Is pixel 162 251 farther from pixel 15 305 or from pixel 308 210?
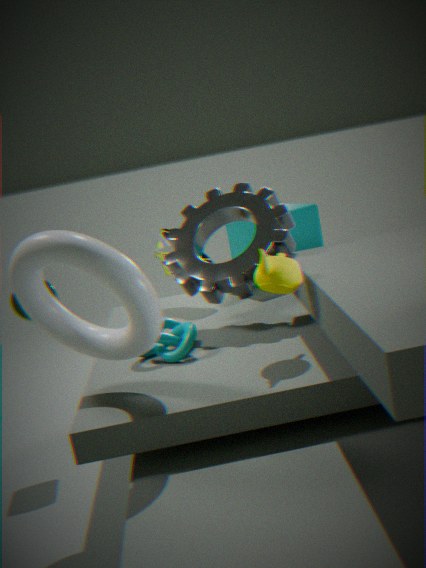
pixel 15 305
